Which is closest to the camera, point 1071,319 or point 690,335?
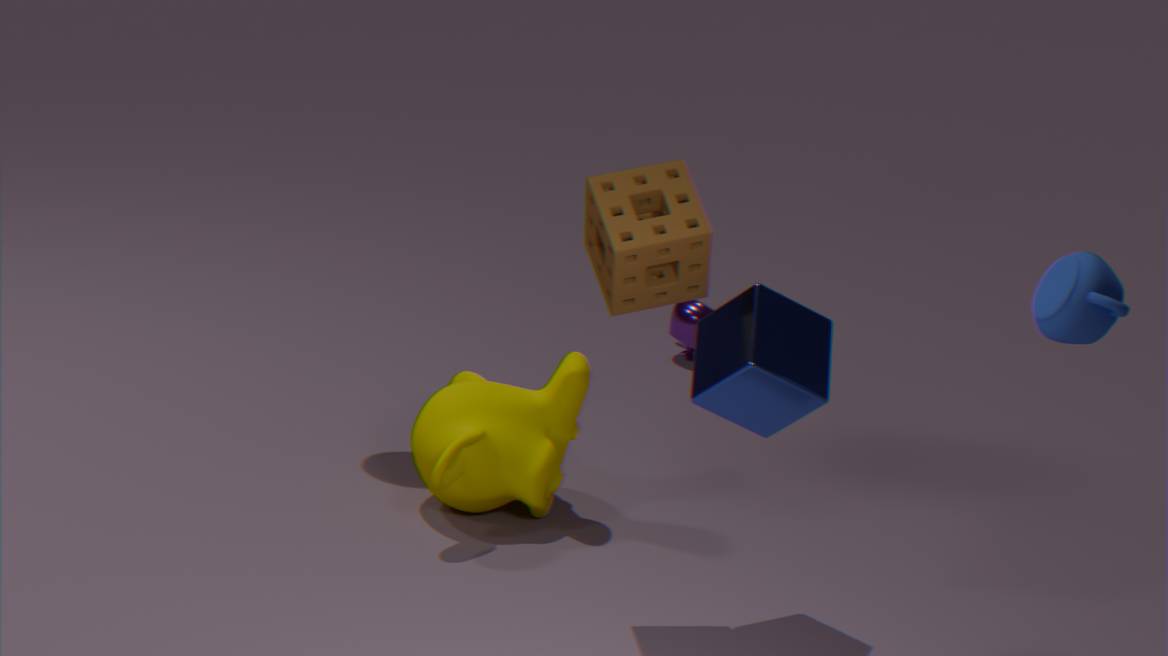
point 1071,319
